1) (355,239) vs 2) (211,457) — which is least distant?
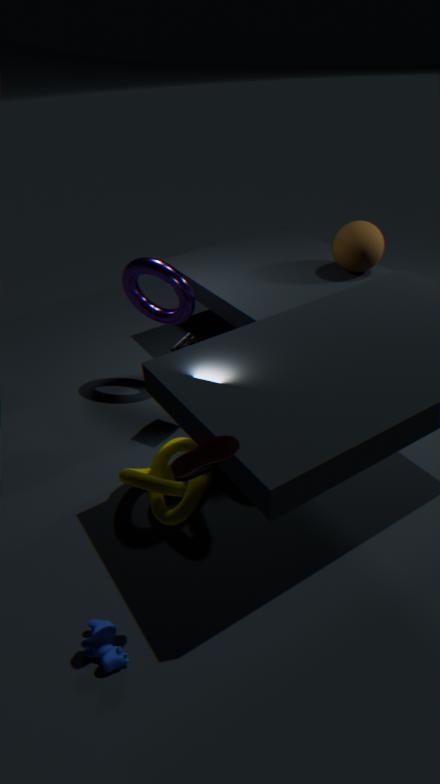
2. (211,457)
